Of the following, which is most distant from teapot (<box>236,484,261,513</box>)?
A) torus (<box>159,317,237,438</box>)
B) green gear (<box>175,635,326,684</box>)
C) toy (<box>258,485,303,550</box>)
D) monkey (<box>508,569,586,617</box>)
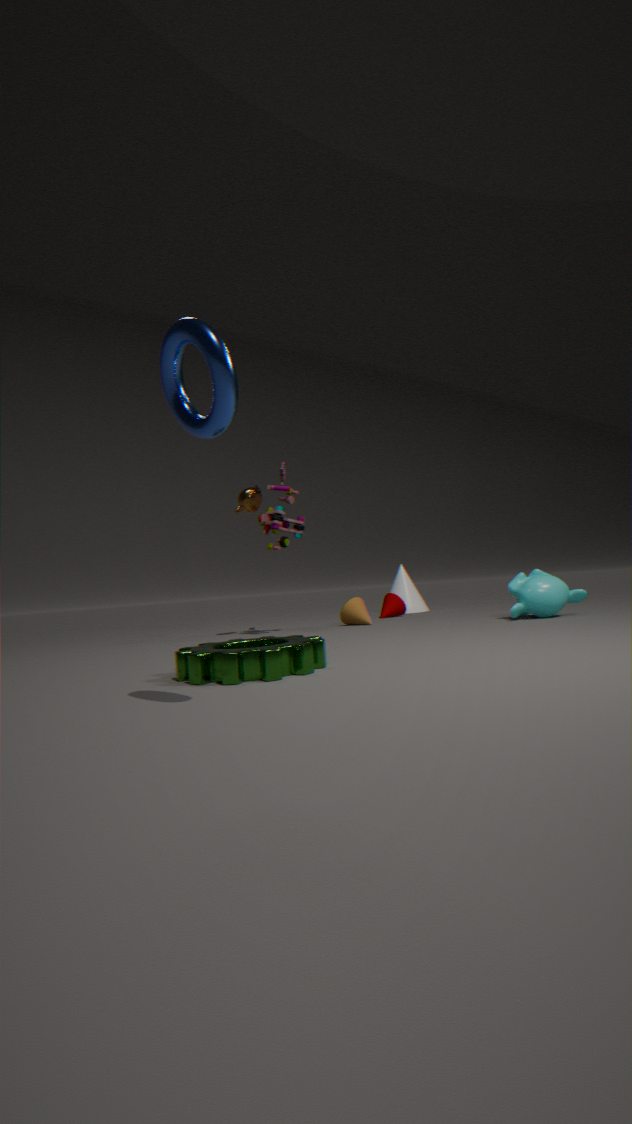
torus (<box>159,317,237,438</box>)
